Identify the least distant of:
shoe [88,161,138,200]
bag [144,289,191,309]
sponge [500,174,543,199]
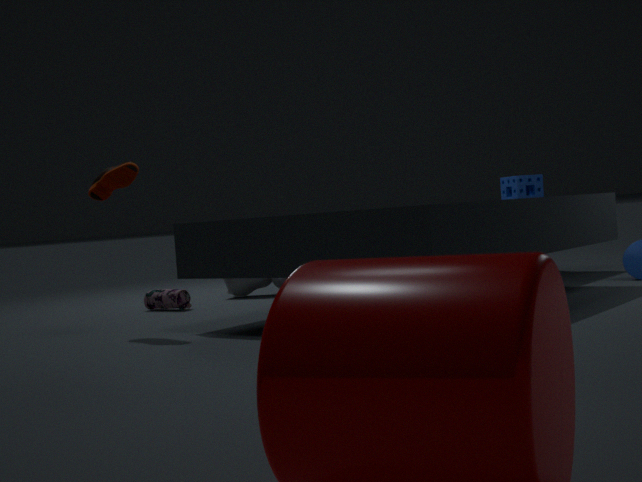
shoe [88,161,138,200]
